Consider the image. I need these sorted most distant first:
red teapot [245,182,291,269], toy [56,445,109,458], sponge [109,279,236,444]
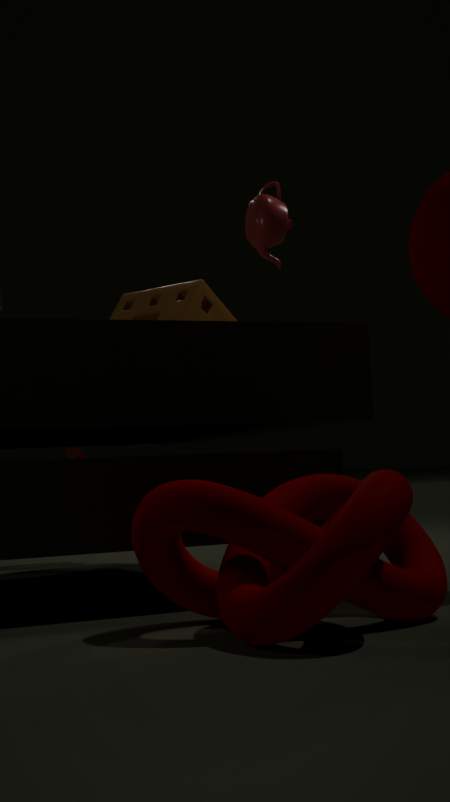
toy [56,445,109,458] → sponge [109,279,236,444] → red teapot [245,182,291,269]
